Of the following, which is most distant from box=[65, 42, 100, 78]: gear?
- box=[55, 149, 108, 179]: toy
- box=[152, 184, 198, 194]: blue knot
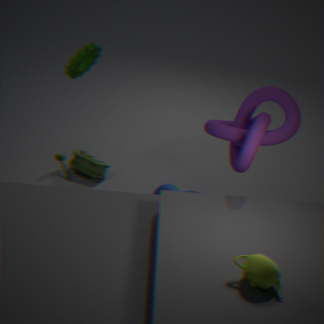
box=[152, 184, 198, 194]: blue knot
